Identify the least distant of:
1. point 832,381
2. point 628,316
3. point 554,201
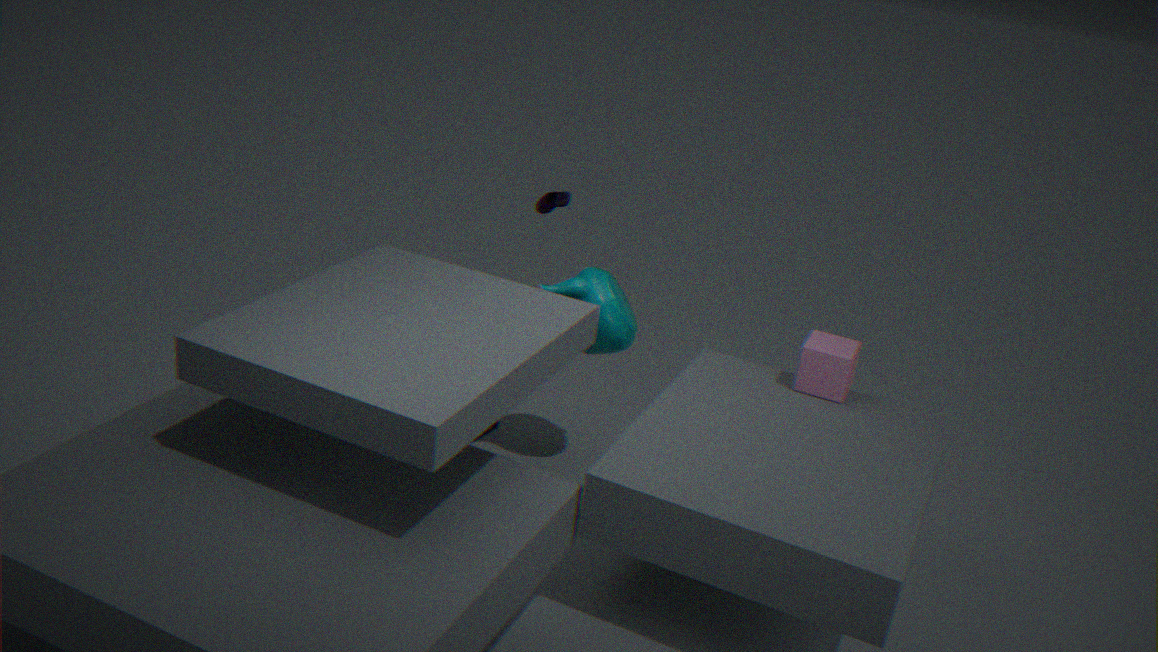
point 832,381
